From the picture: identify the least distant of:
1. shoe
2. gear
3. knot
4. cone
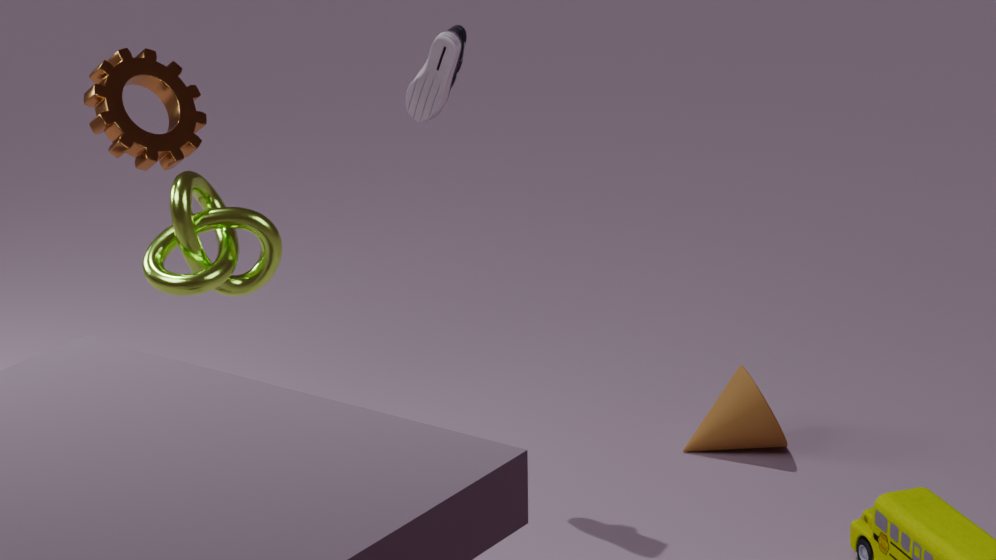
knot
